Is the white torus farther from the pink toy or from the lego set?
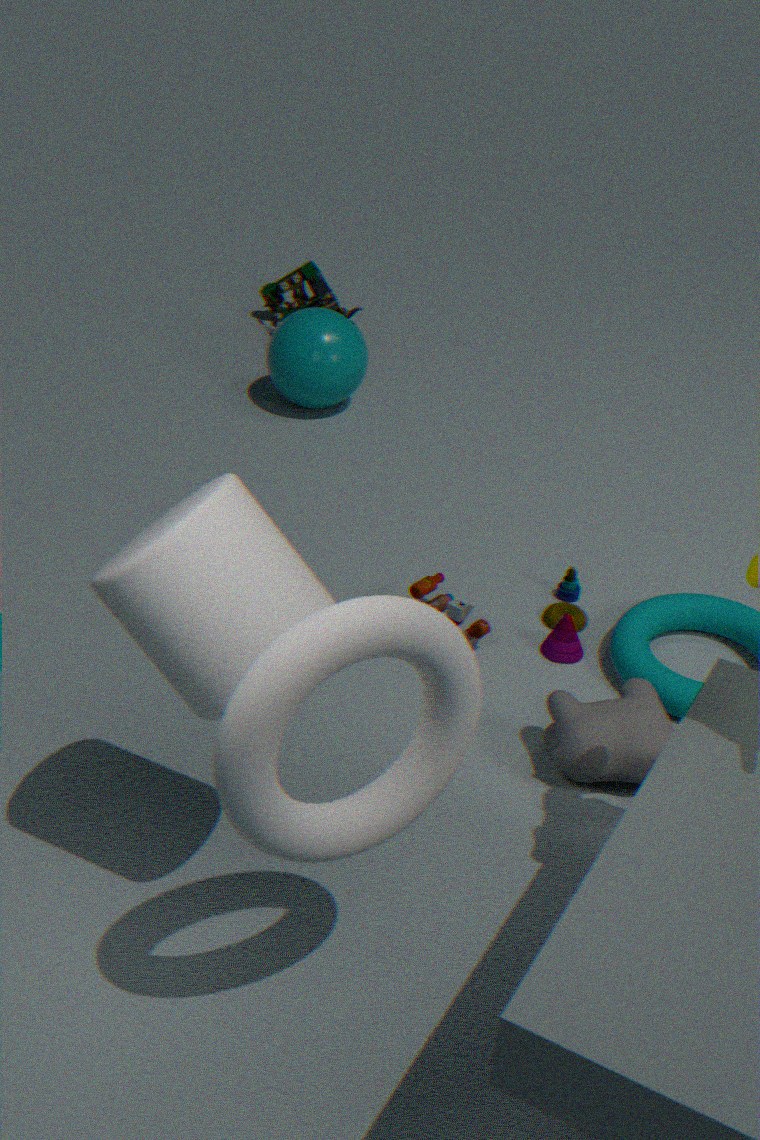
the lego set
